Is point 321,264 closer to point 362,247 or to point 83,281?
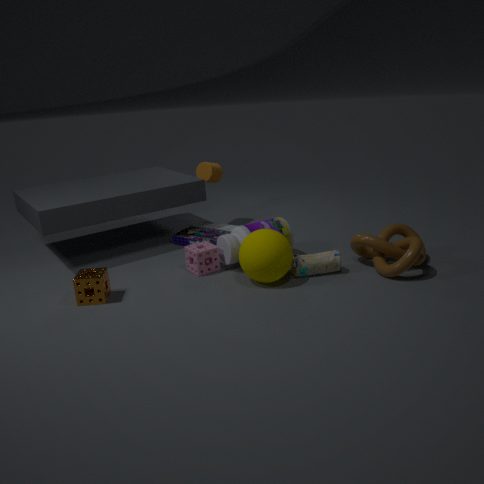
point 362,247
